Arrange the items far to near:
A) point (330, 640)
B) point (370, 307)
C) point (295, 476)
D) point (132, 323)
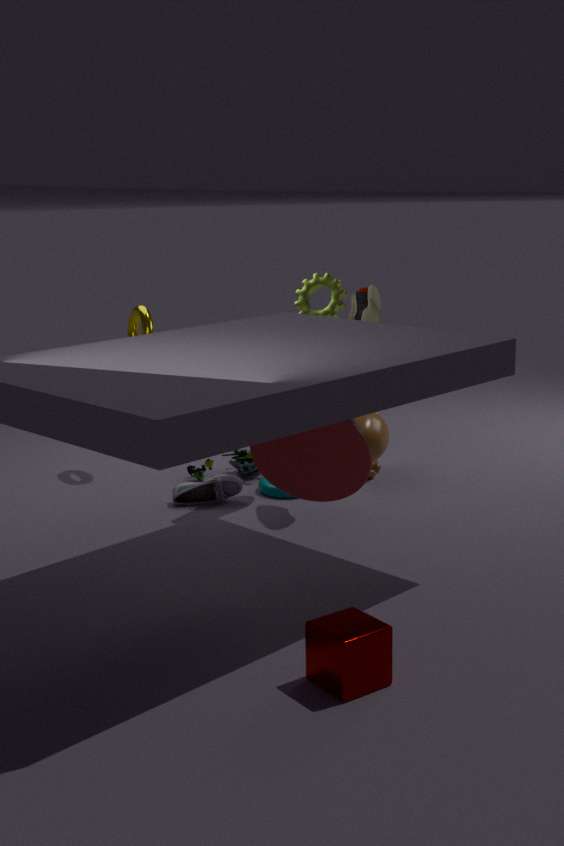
point (132, 323)
point (370, 307)
point (295, 476)
point (330, 640)
